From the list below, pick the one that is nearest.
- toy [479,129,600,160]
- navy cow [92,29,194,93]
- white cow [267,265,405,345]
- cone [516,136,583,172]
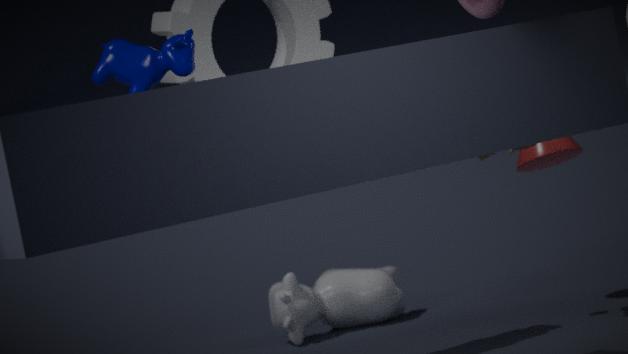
navy cow [92,29,194,93]
